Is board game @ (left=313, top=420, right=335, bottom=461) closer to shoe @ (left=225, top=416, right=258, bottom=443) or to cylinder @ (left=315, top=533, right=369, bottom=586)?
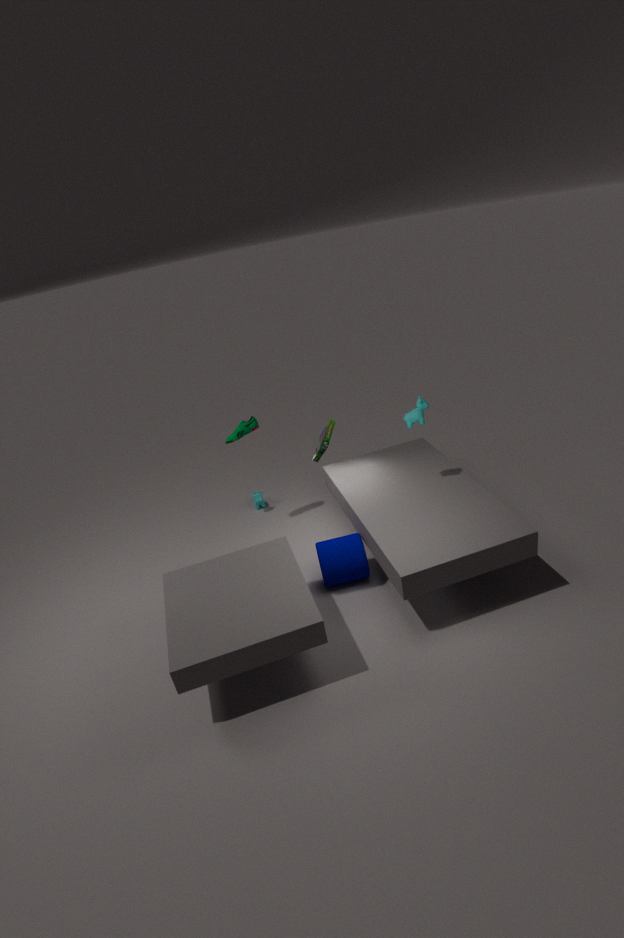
shoe @ (left=225, top=416, right=258, bottom=443)
